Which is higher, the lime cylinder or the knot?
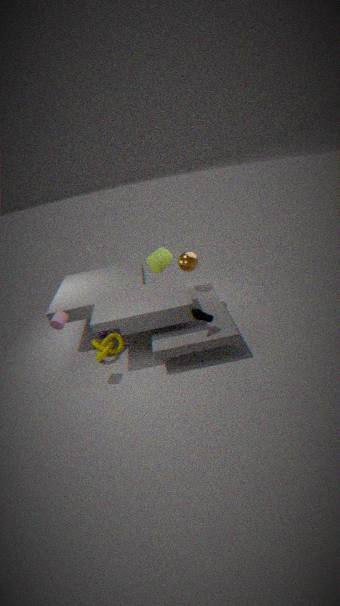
the lime cylinder
